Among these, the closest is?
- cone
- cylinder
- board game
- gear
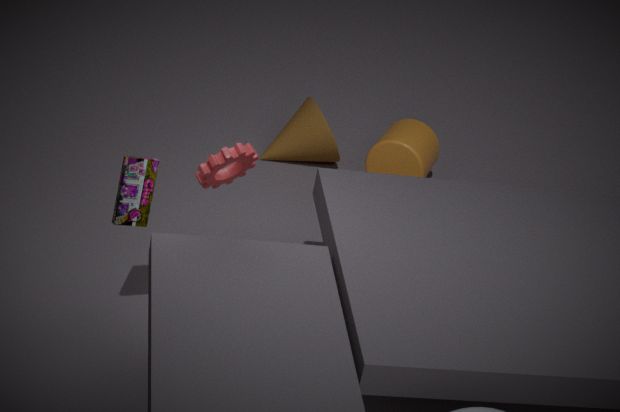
gear
